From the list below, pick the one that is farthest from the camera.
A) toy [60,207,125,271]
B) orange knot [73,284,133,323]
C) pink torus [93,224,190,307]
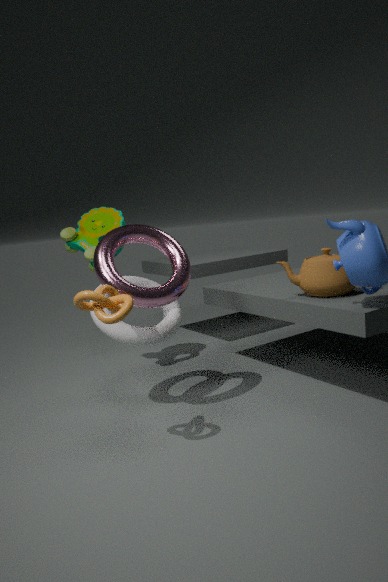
toy [60,207,125,271]
